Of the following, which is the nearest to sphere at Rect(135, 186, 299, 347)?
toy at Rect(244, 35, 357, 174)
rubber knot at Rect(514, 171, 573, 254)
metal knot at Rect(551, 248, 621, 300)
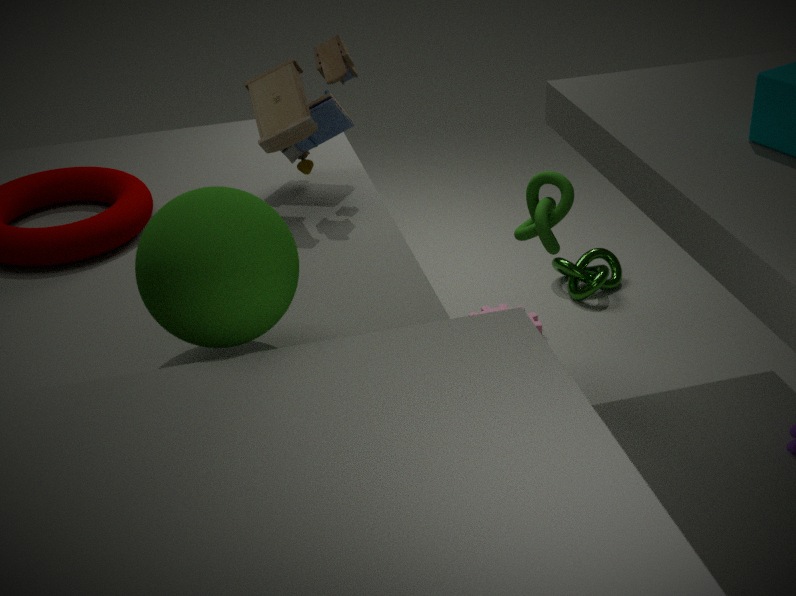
toy at Rect(244, 35, 357, 174)
